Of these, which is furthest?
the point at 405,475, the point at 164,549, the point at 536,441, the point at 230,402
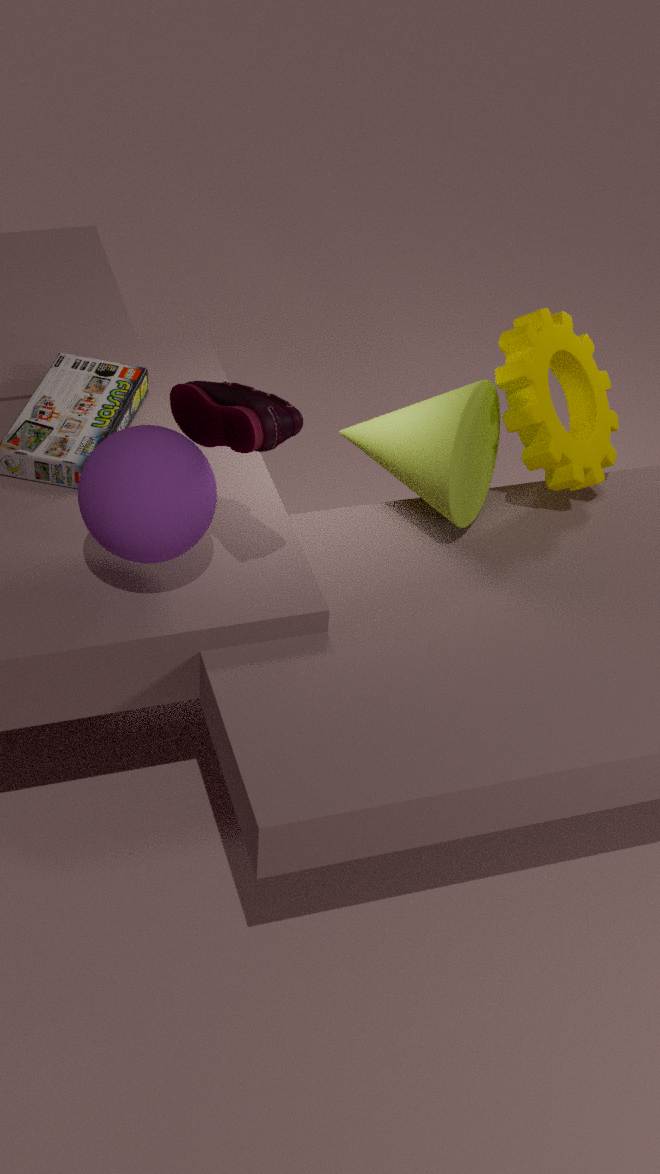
the point at 536,441
